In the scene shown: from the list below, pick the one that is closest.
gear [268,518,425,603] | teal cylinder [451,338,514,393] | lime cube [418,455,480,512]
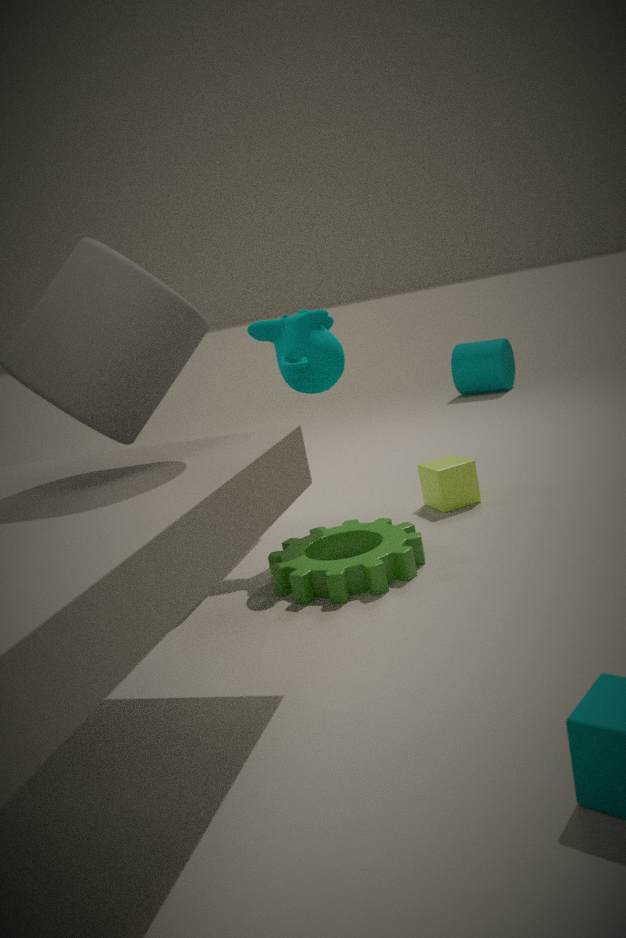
gear [268,518,425,603]
